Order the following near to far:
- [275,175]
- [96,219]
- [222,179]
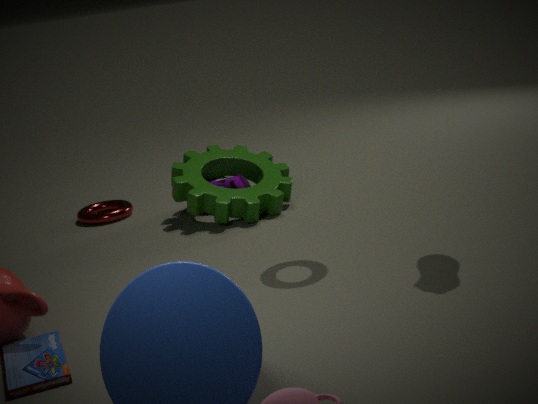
[275,175] < [222,179] < [96,219]
